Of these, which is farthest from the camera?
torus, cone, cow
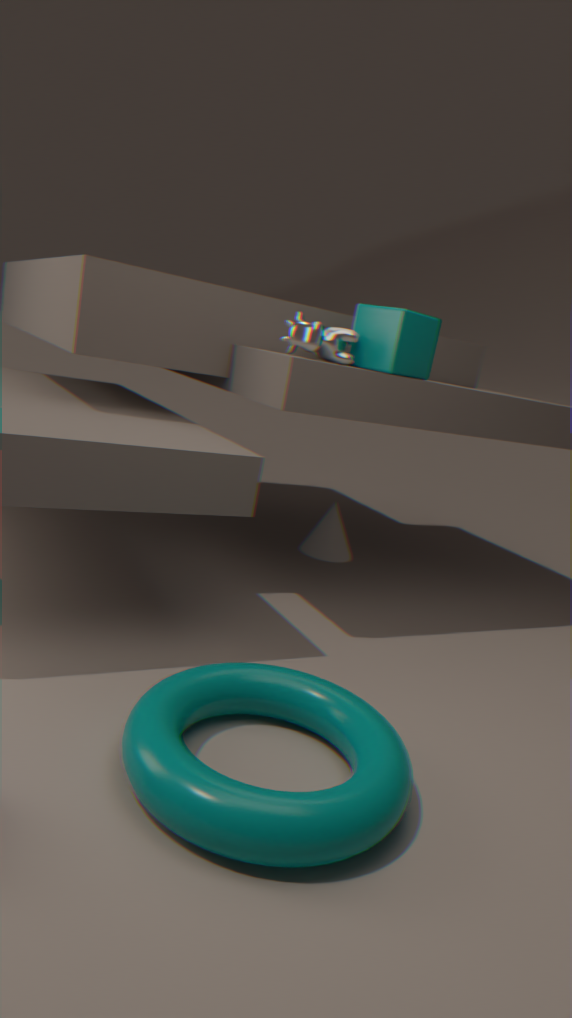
cone
